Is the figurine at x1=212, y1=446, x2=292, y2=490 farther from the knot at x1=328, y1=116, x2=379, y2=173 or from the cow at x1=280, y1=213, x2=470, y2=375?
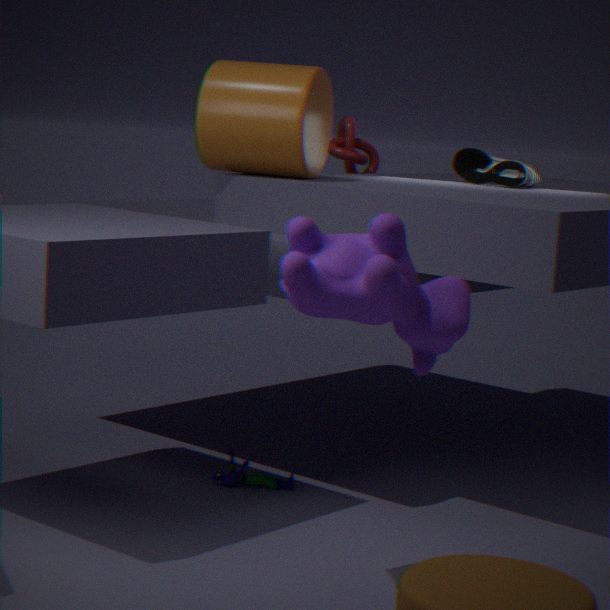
the knot at x1=328, y1=116, x2=379, y2=173
